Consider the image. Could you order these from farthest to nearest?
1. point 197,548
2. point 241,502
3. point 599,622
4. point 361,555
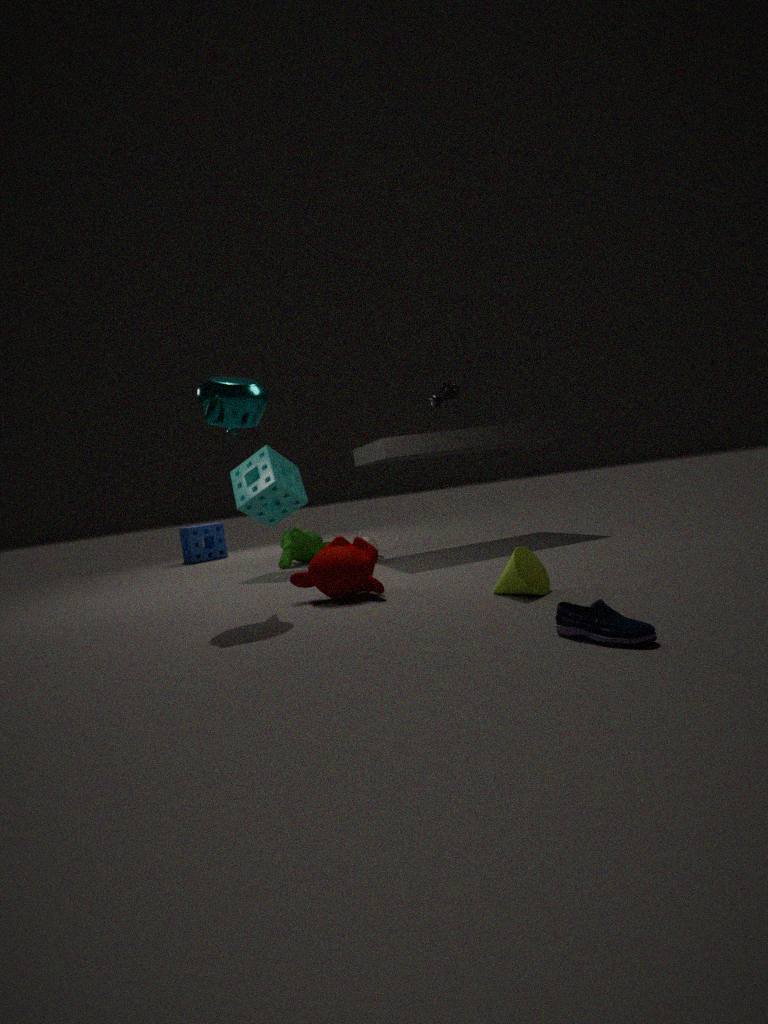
point 197,548 < point 241,502 < point 361,555 < point 599,622
